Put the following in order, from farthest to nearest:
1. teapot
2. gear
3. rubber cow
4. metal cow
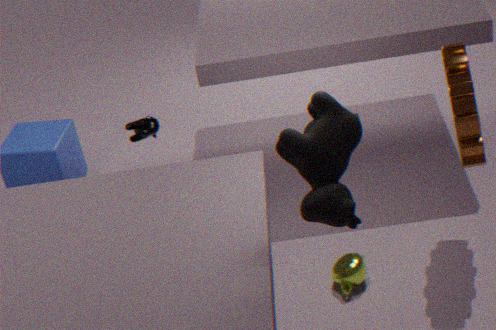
metal cow
teapot
gear
rubber cow
